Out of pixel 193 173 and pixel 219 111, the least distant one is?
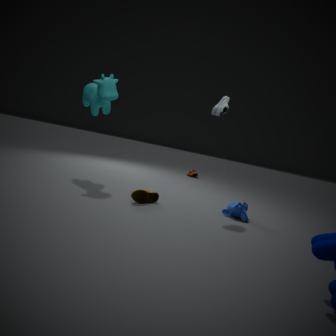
pixel 219 111
